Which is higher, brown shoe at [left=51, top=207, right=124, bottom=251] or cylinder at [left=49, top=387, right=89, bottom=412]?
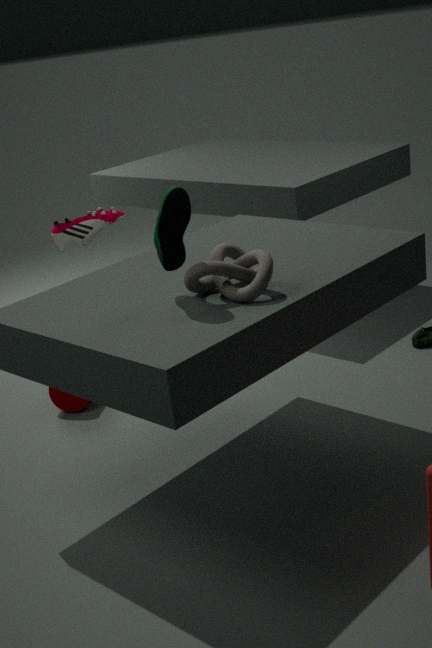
brown shoe at [left=51, top=207, right=124, bottom=251]
